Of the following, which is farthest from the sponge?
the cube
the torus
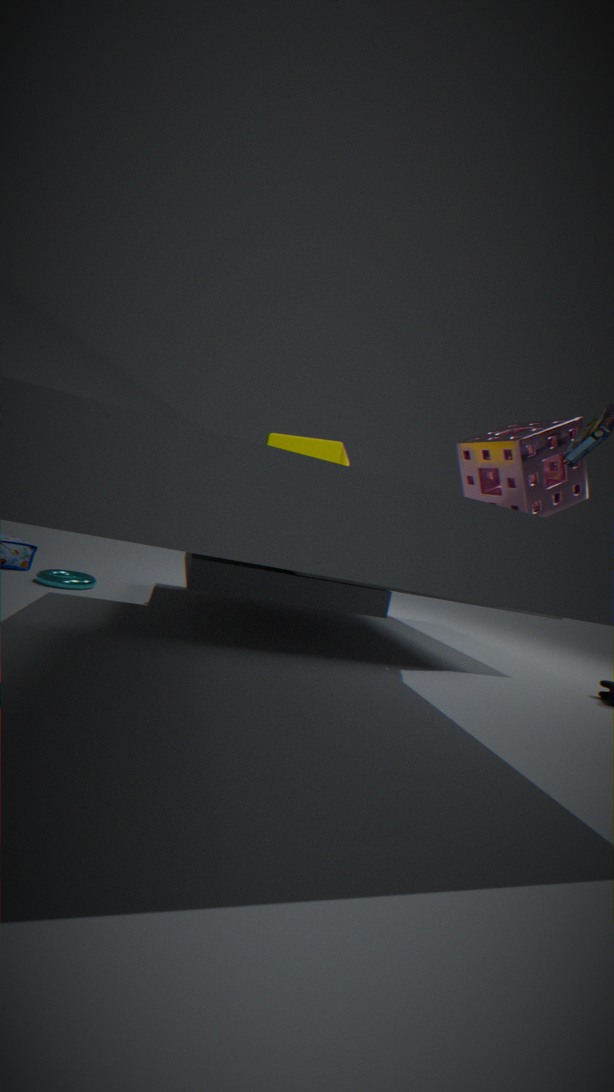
the torus
